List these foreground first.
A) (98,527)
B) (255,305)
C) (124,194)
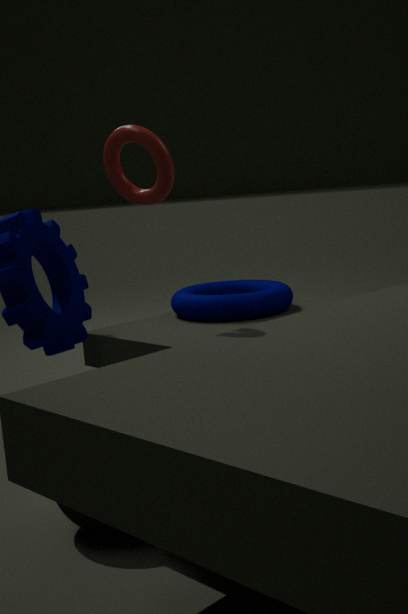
(98,527) → (124,194) → (255,305)
